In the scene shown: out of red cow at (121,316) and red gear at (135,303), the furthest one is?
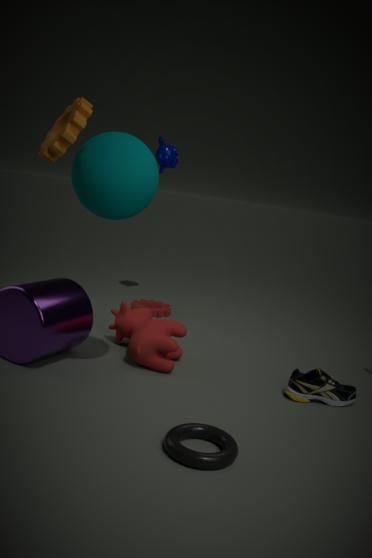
red gear at (135,303)
